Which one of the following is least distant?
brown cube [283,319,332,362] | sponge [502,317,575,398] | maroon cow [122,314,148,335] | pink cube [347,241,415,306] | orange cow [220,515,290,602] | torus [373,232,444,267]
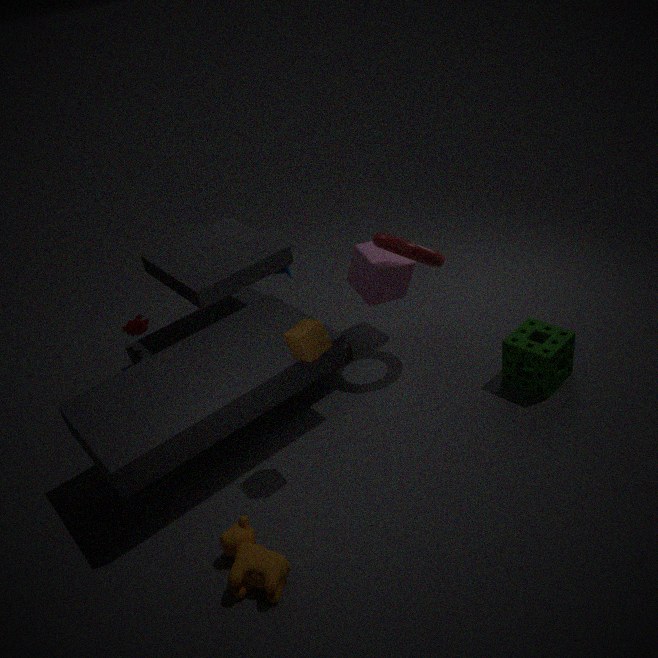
orange cow [220,515,290,602]
